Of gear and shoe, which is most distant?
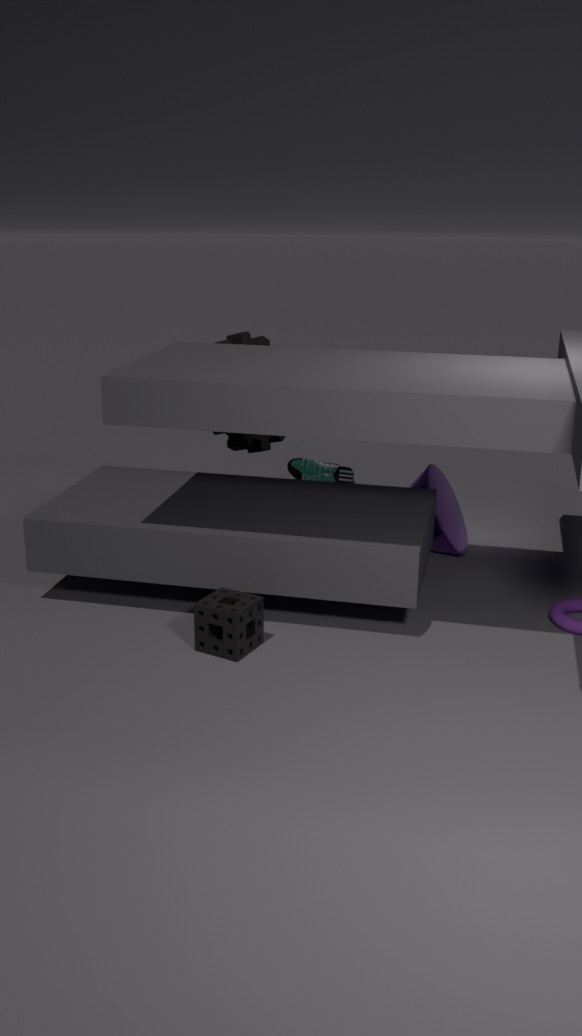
shoe
